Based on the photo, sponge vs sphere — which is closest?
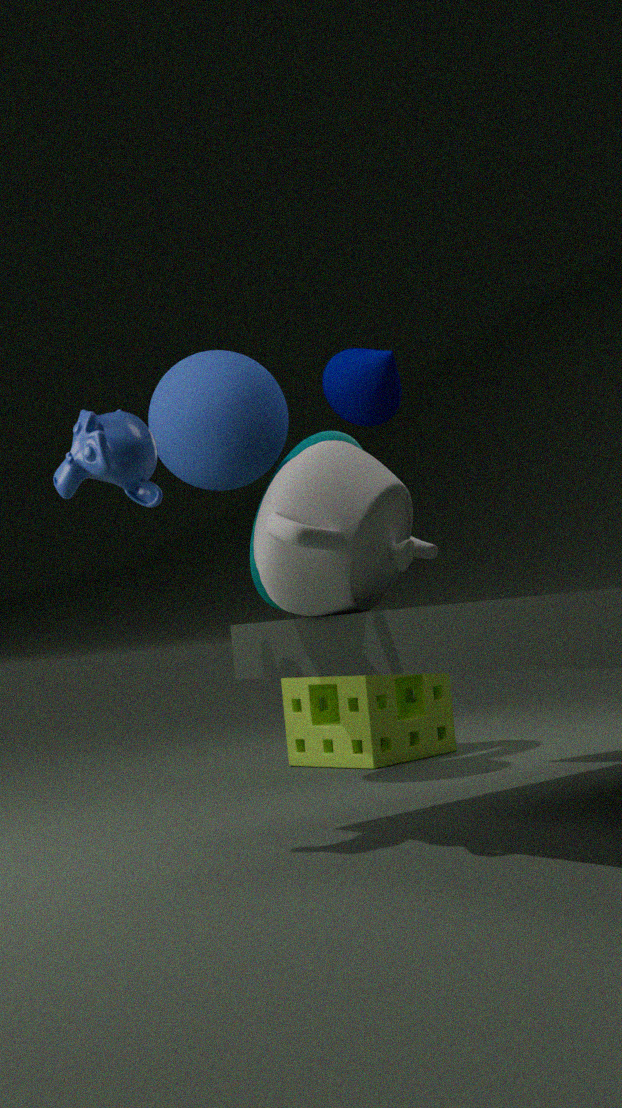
sphere
